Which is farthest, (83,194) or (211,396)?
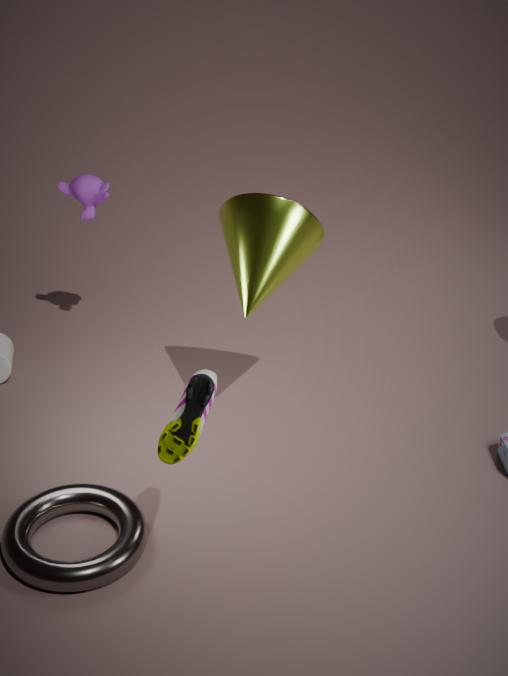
(83,194)
